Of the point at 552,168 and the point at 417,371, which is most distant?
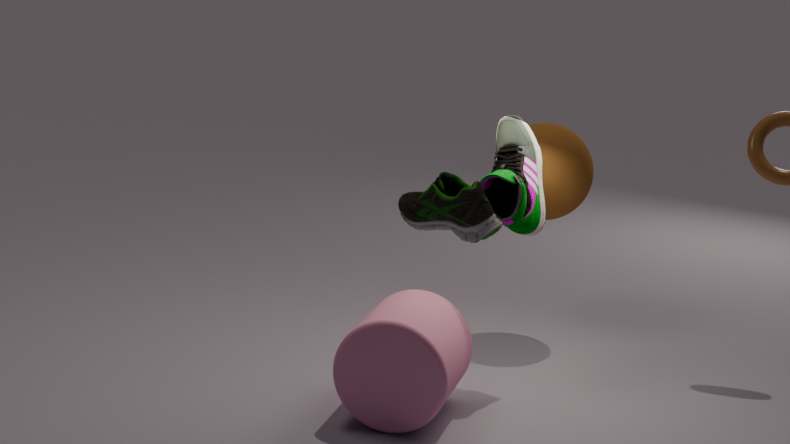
the point at 552,168
